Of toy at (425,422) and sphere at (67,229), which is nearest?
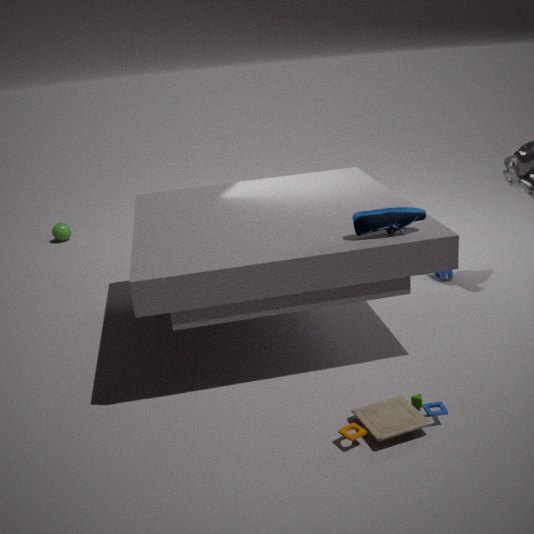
toy at (425,422)
